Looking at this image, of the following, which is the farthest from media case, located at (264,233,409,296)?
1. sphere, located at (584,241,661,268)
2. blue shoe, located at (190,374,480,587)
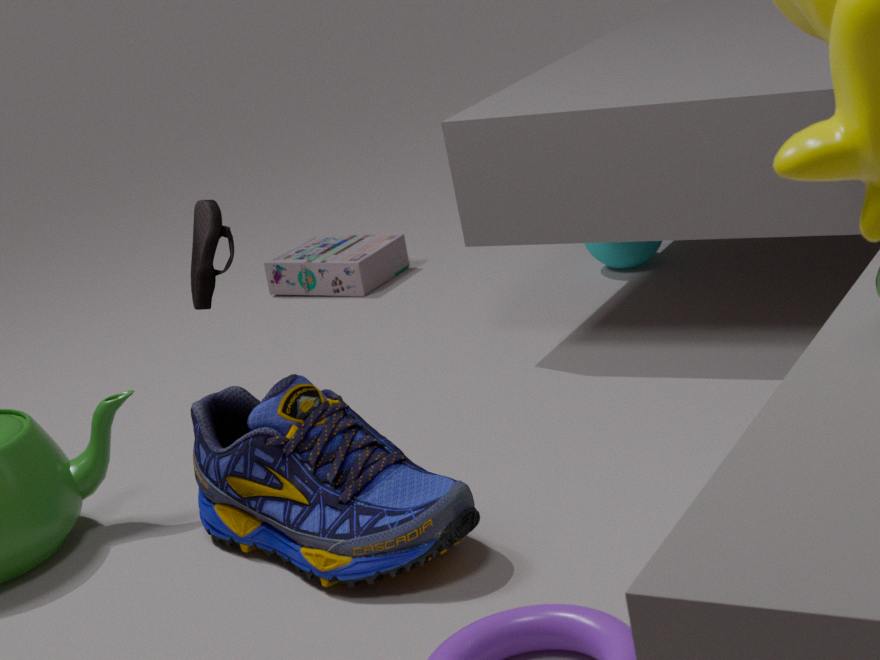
blue shoe, located at (190,374,480,587)
